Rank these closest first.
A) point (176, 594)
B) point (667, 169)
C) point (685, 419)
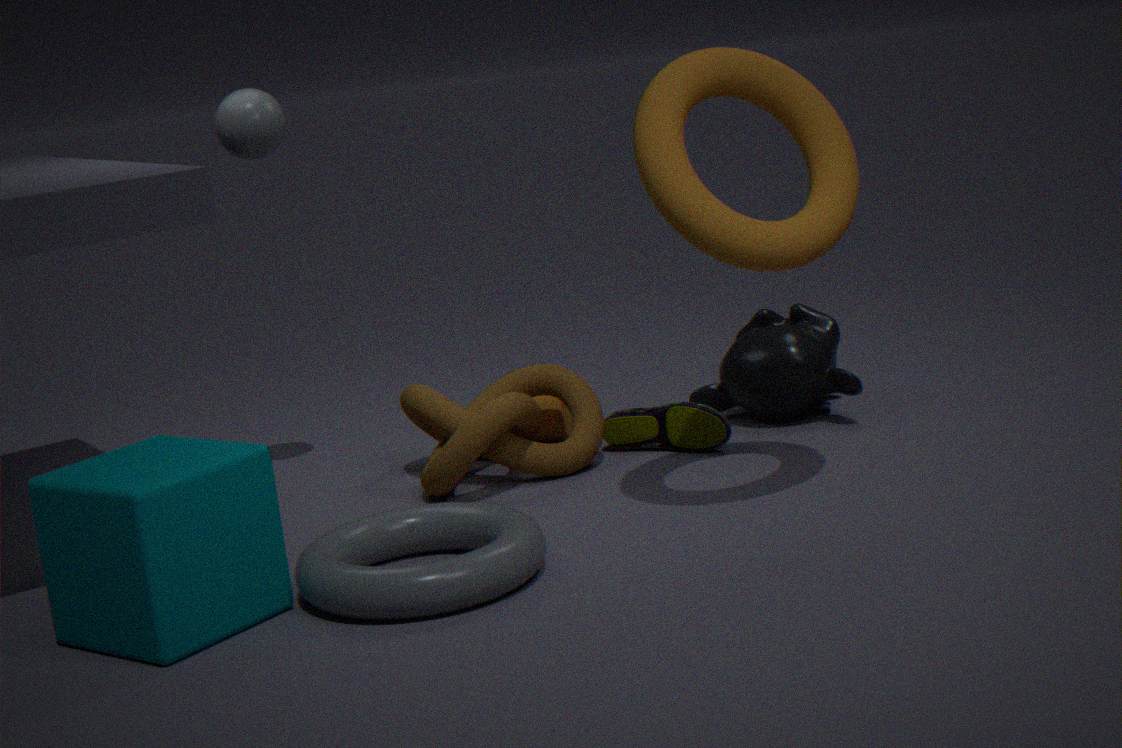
point (176, 594), point (667, 169), point (685, 419)
